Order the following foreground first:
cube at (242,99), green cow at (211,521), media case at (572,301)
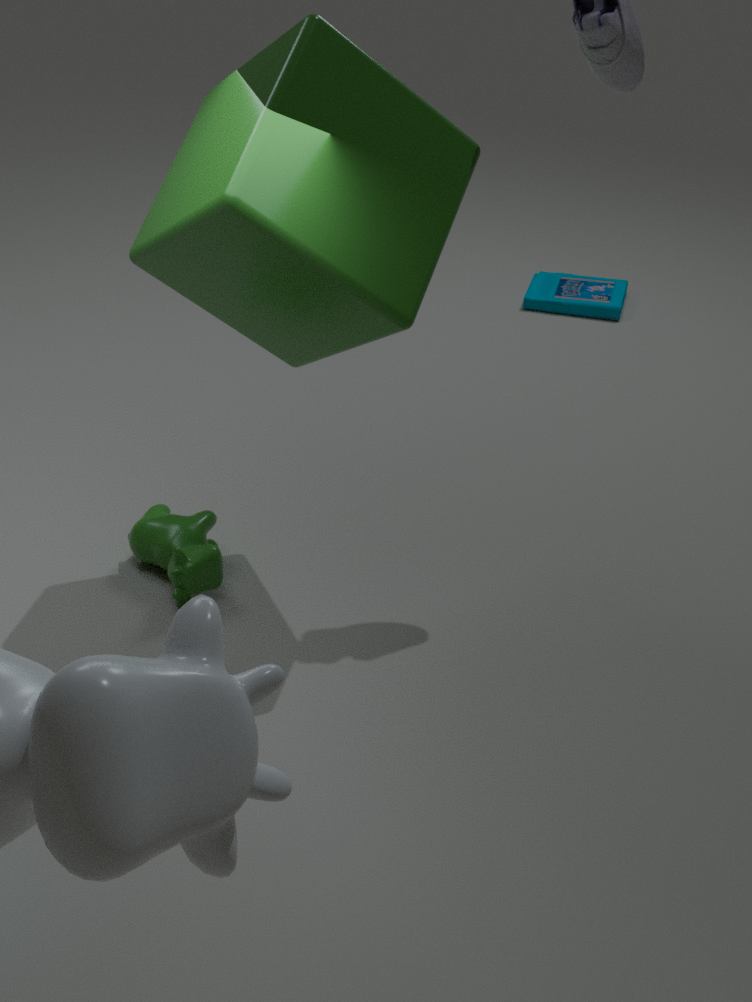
cube at (242,99)
green cow at (211,521)
media case at (572,301)
